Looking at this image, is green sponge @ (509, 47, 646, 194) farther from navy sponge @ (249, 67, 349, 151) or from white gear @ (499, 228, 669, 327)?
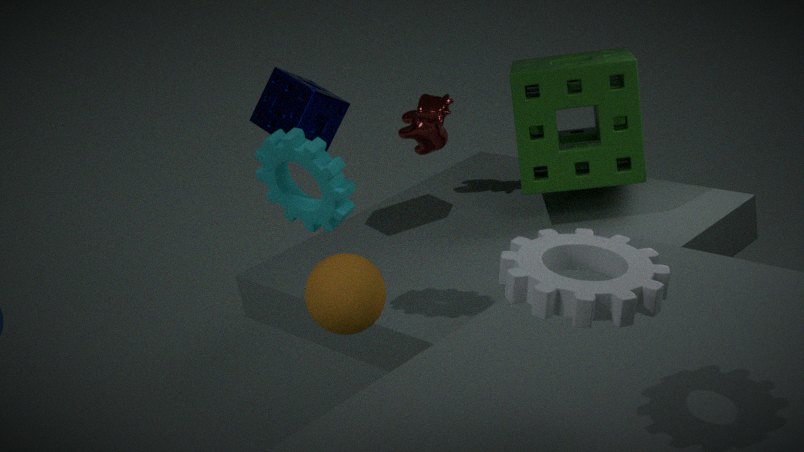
white gear @ (499, 228, 669, 327)
